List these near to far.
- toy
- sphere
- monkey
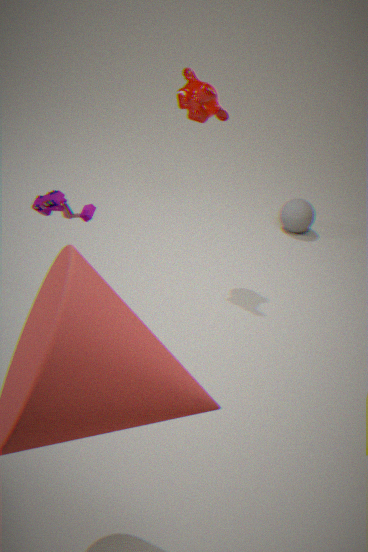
toy, monkey, sphere
